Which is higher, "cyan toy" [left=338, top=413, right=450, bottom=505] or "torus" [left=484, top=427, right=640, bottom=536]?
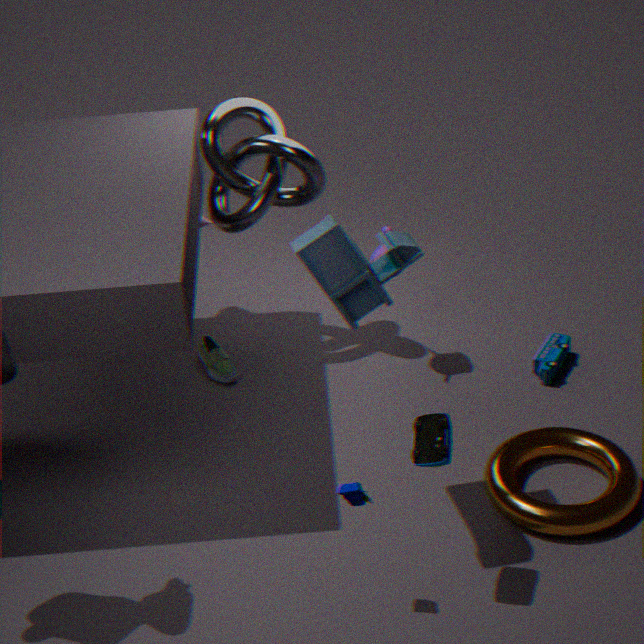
"cyan toy" [left=338, top=413, right=450, bottom=505]
